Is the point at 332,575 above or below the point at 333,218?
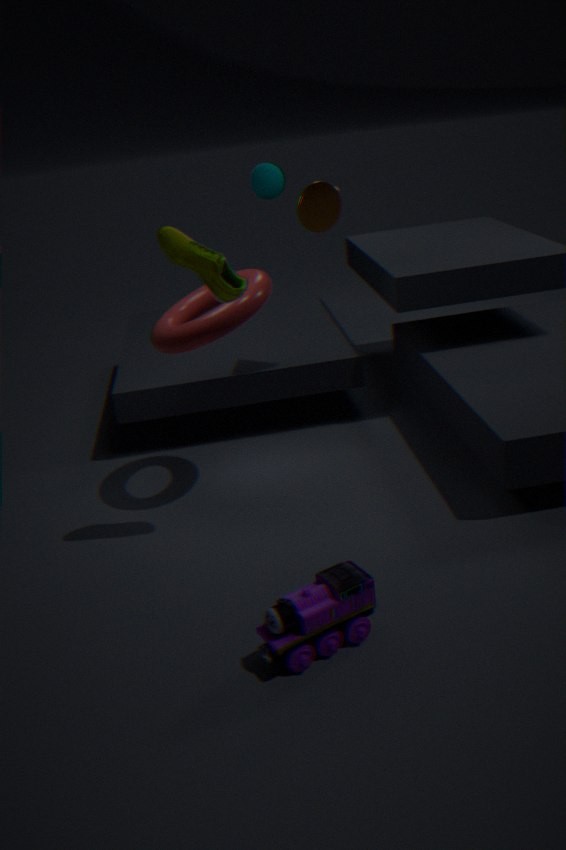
below
